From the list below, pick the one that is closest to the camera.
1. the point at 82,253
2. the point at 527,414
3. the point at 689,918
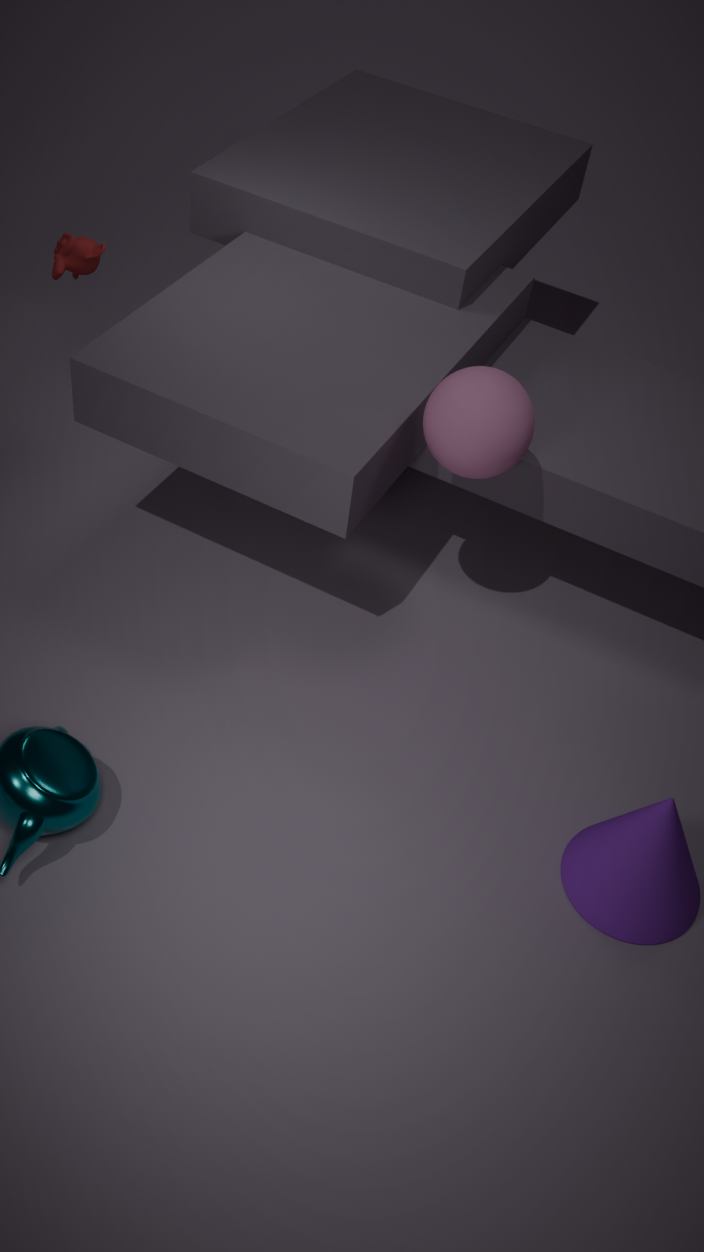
the point at 689,918
